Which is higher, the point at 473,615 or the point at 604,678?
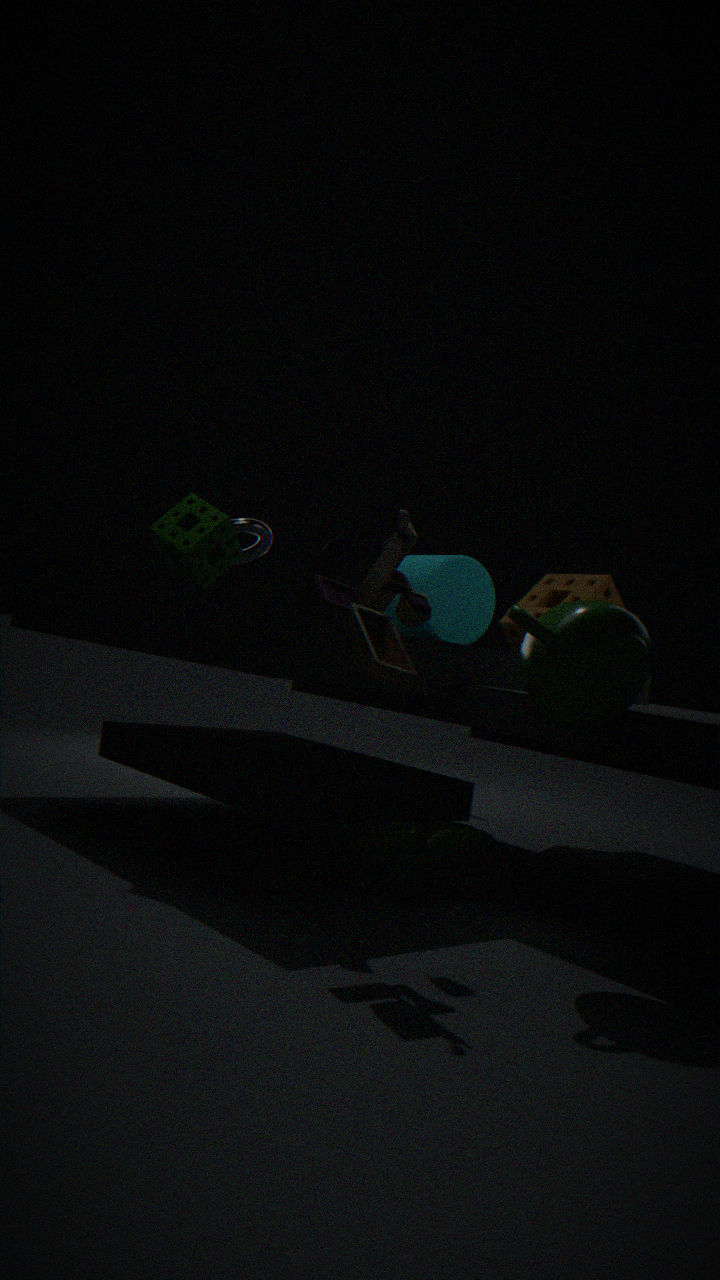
the point at 473,615
